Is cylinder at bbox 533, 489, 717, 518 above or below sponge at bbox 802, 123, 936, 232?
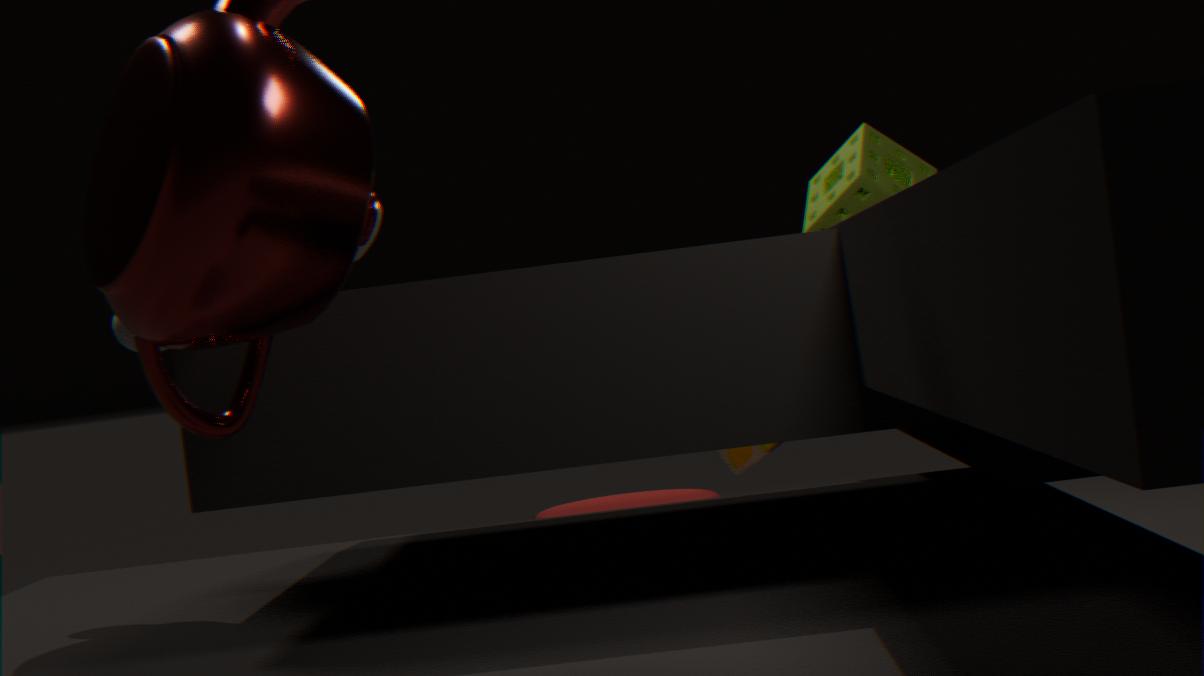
below
